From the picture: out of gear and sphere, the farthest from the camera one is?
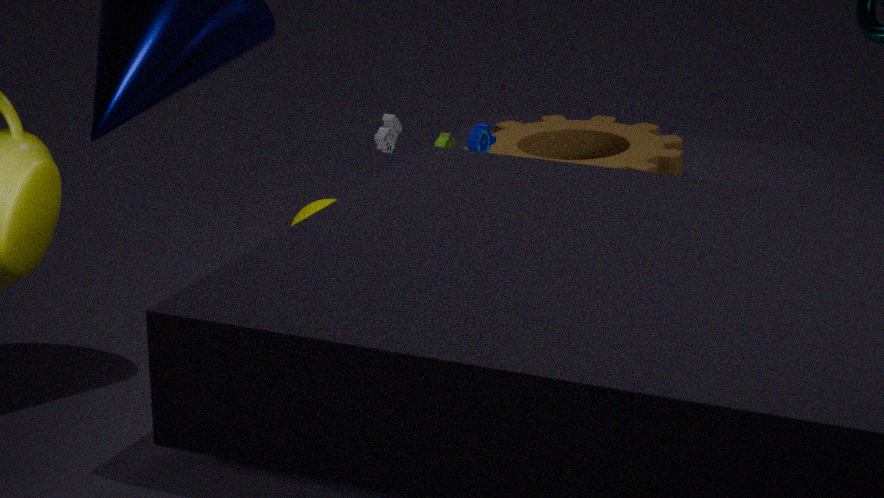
gear
